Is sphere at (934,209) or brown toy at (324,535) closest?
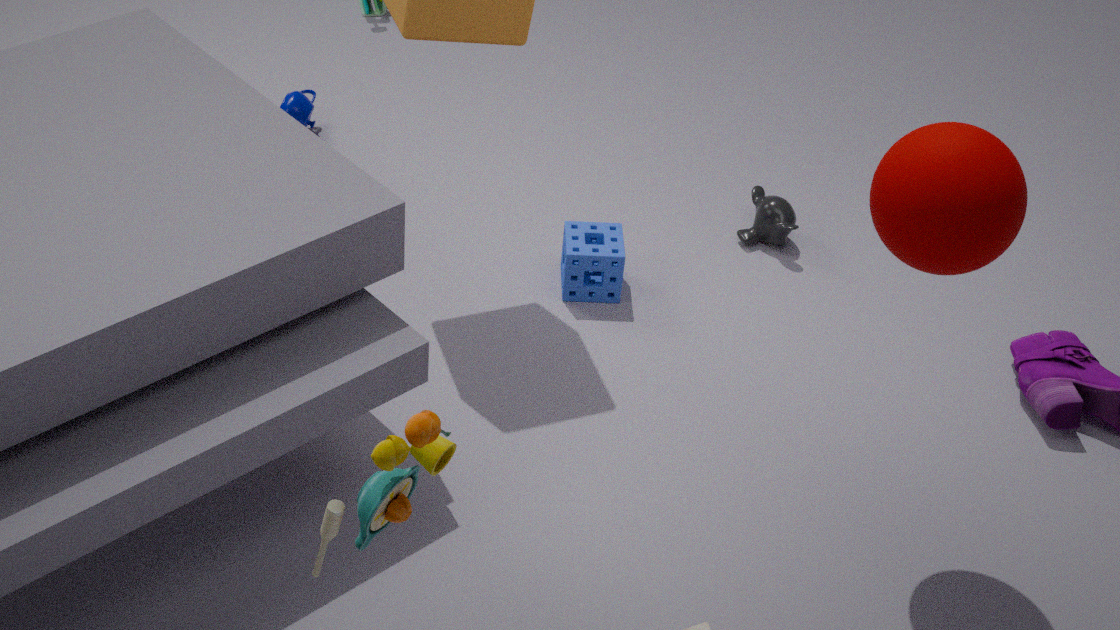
brown toy at (324,535)
